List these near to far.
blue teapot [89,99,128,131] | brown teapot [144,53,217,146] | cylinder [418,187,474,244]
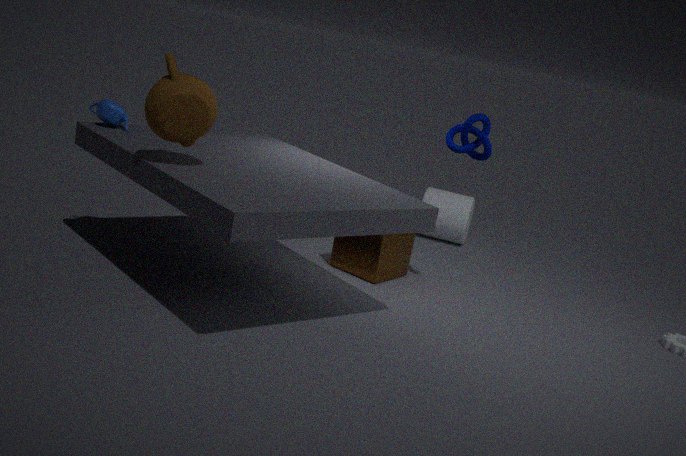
brown teapot [144,53,217,146] → blue teapot [89,99,128,131] → cylinder [418,187,474,244]
